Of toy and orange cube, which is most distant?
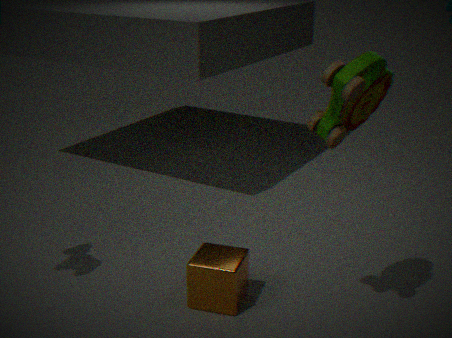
orange cube
